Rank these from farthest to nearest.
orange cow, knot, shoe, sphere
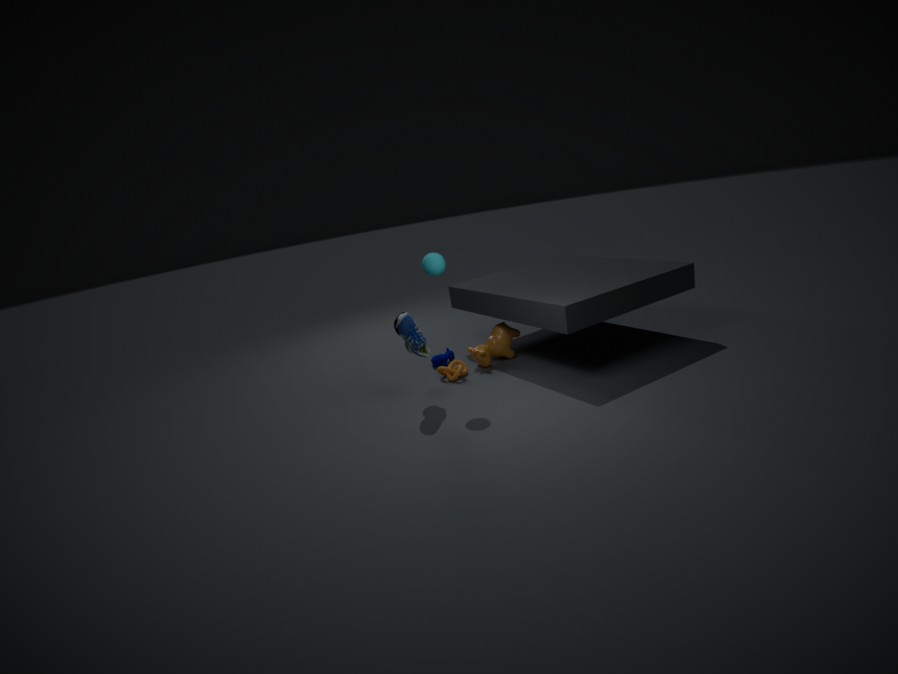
orange cow, knot, sphere, shoe
